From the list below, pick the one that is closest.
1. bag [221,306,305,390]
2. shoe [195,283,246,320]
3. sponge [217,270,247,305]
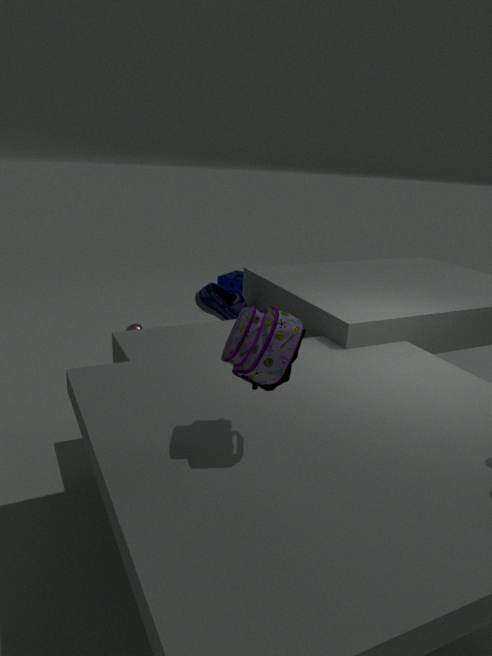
bag [221,306,305,390]
